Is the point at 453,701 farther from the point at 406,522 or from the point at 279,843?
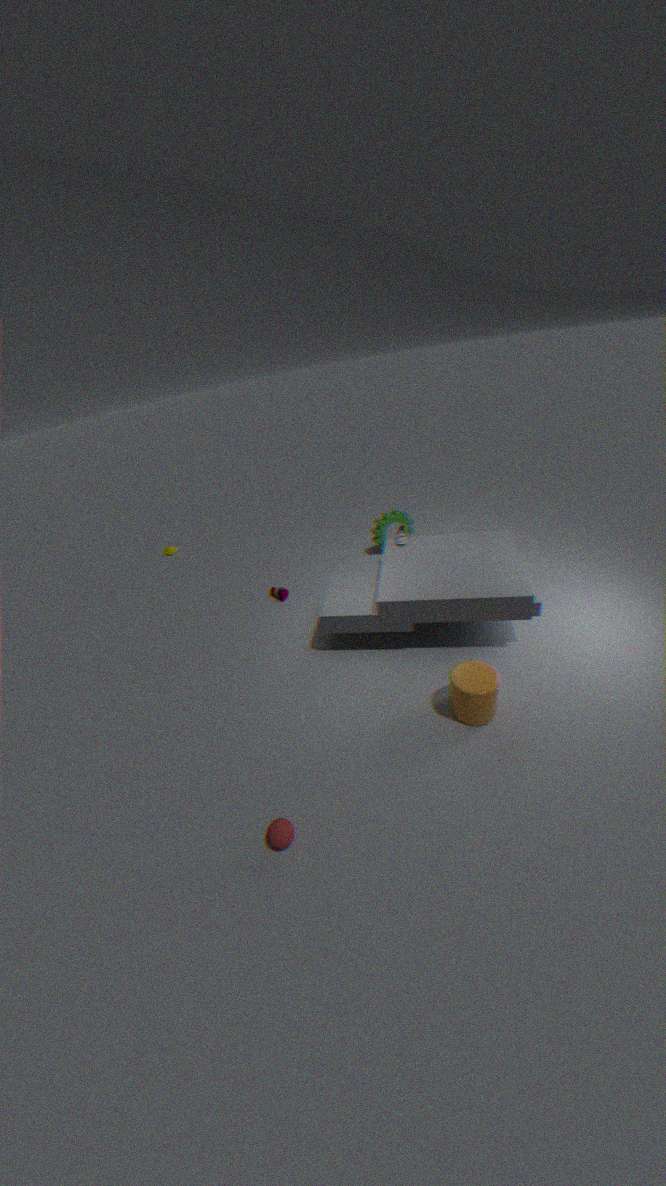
the point at 406,522
